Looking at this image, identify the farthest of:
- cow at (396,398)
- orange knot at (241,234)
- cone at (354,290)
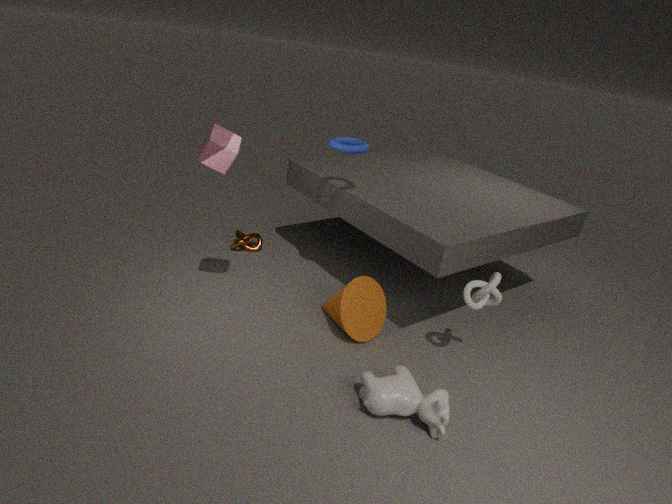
orange knot at (241,234)
